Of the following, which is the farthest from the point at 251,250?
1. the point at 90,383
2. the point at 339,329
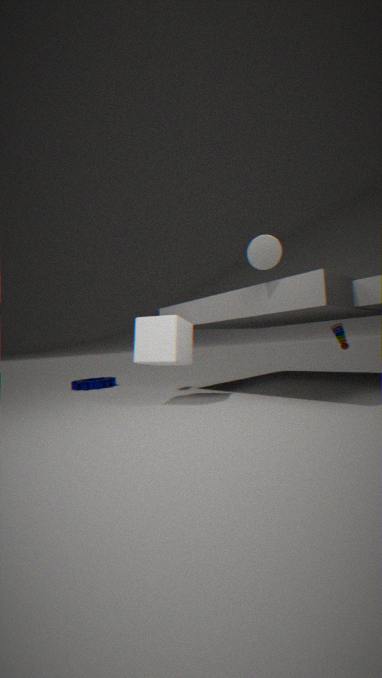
the point at 90,383
